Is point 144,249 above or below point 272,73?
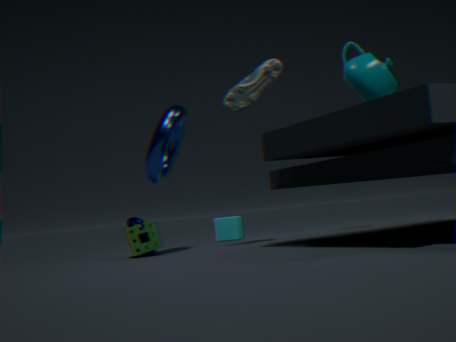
below
